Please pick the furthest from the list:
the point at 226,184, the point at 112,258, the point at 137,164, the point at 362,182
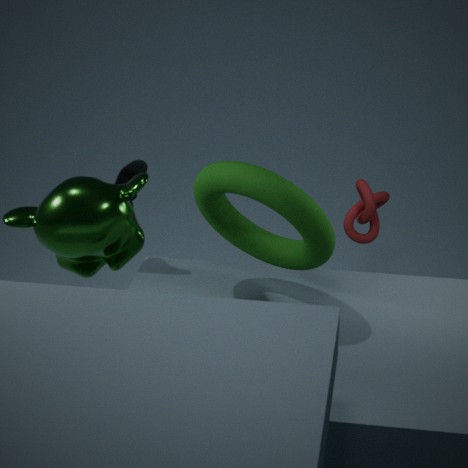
the point at 362,182
